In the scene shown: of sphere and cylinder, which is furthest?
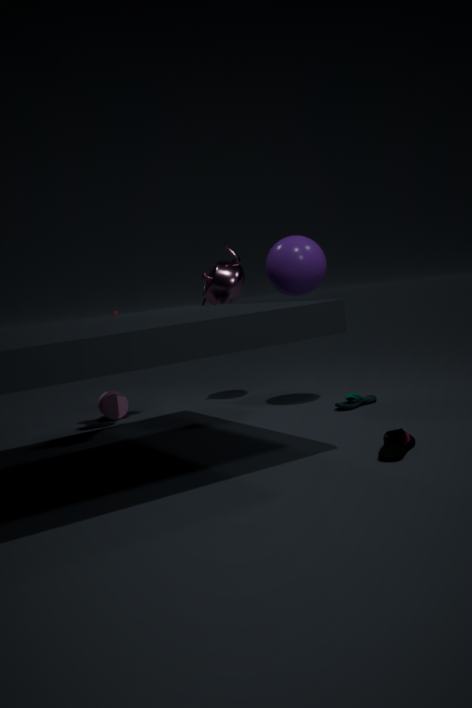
cylinder
